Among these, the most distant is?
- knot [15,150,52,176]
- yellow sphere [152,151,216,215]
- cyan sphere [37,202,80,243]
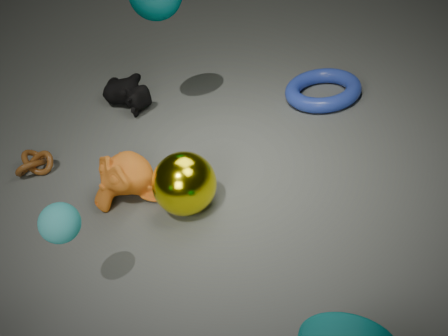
knot [15,150,52,176]
